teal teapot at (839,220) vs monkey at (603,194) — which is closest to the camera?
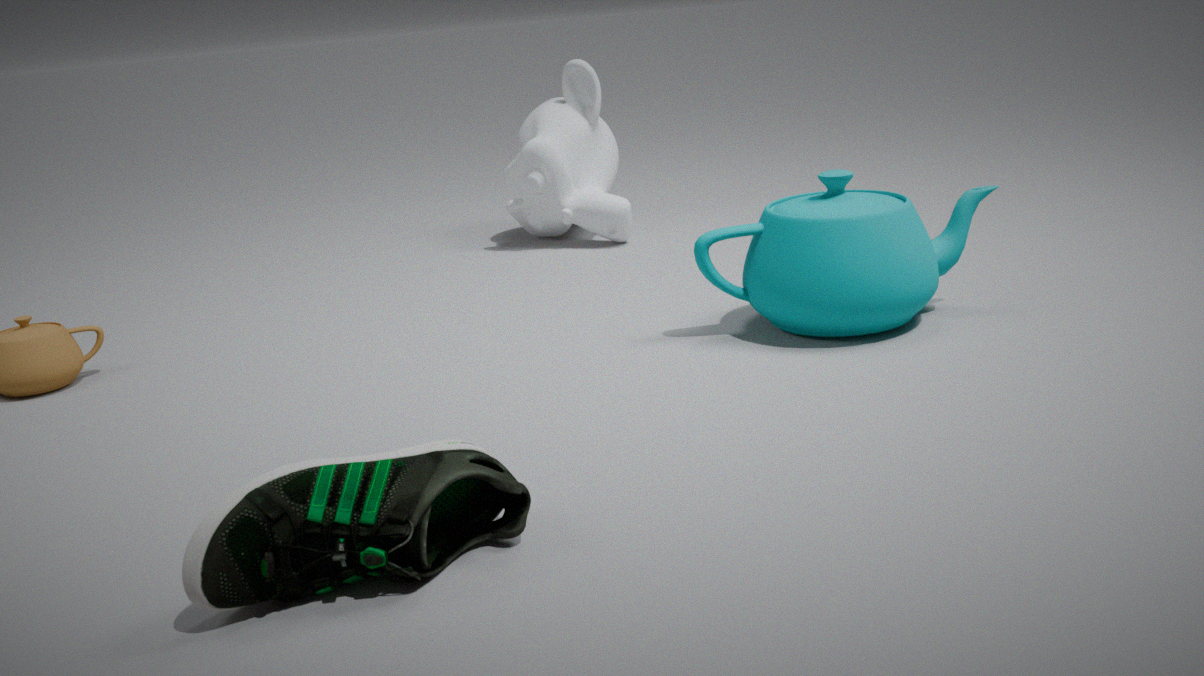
teal teapot at (839,220)
